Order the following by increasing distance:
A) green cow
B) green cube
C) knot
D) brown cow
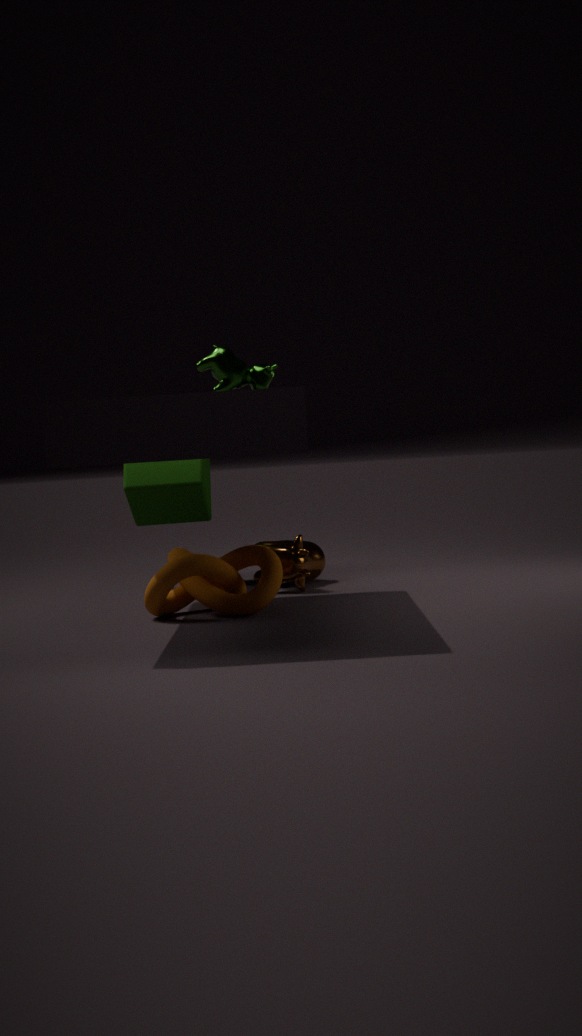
green cow < knot < brown cow < green cube
